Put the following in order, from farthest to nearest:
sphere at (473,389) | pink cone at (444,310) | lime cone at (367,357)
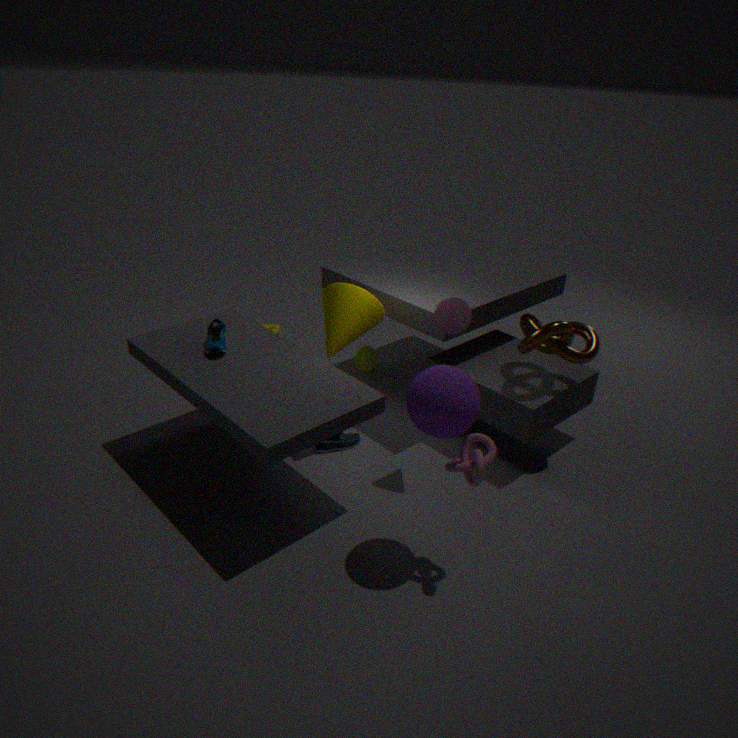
lime cone at (367,357) < pink cone at (444,310) < sphere at (473,389)
